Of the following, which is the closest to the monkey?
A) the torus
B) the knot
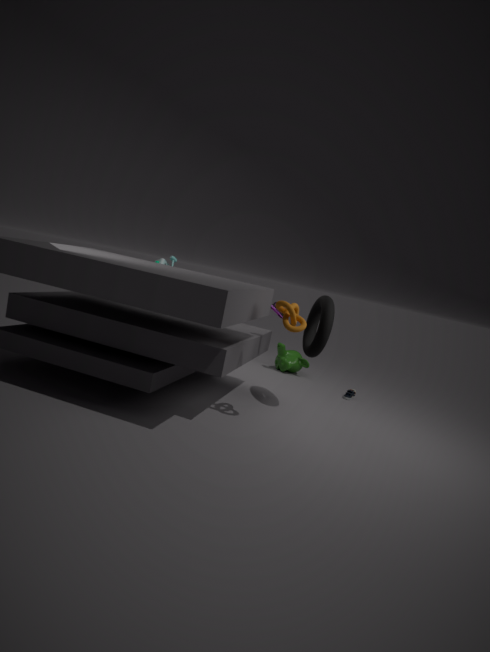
the torus
